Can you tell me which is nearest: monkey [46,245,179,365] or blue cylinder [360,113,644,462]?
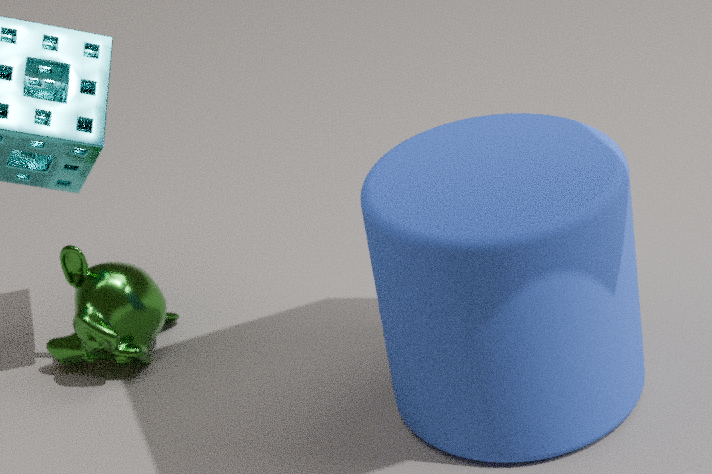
blue cylinder [360,113,644,462]
